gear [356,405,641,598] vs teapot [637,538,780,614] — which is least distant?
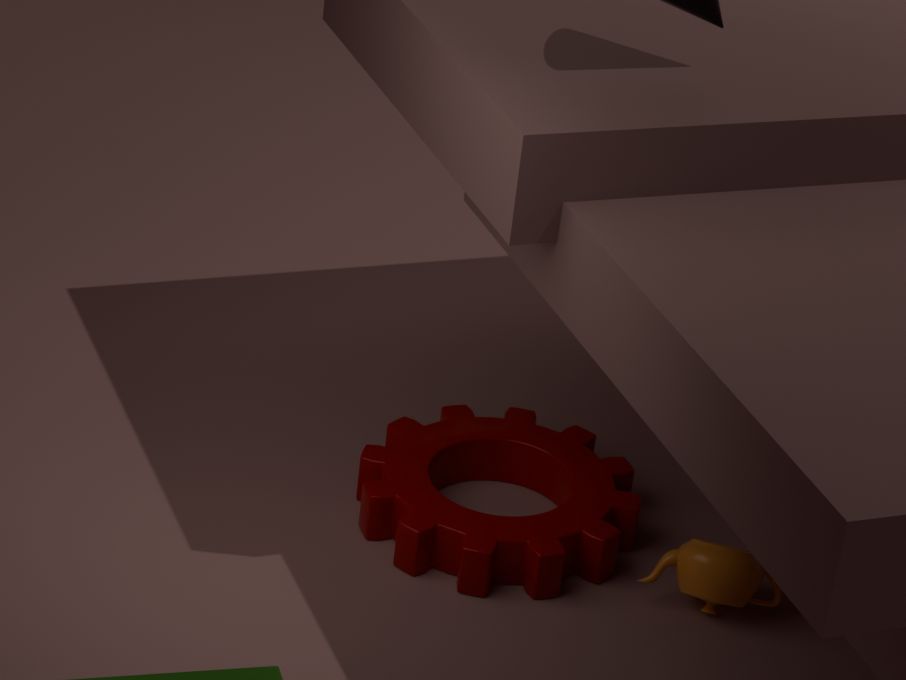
teapot [637,538,780,614]
